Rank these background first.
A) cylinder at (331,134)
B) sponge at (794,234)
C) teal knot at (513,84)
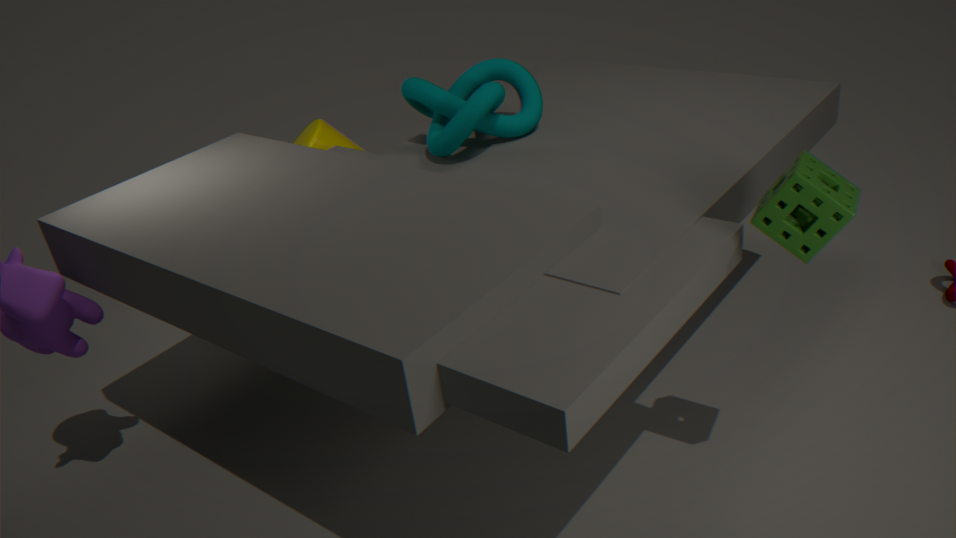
cylinder at (331,134) < teal knot at (513,84) < sponge at (794,234)
